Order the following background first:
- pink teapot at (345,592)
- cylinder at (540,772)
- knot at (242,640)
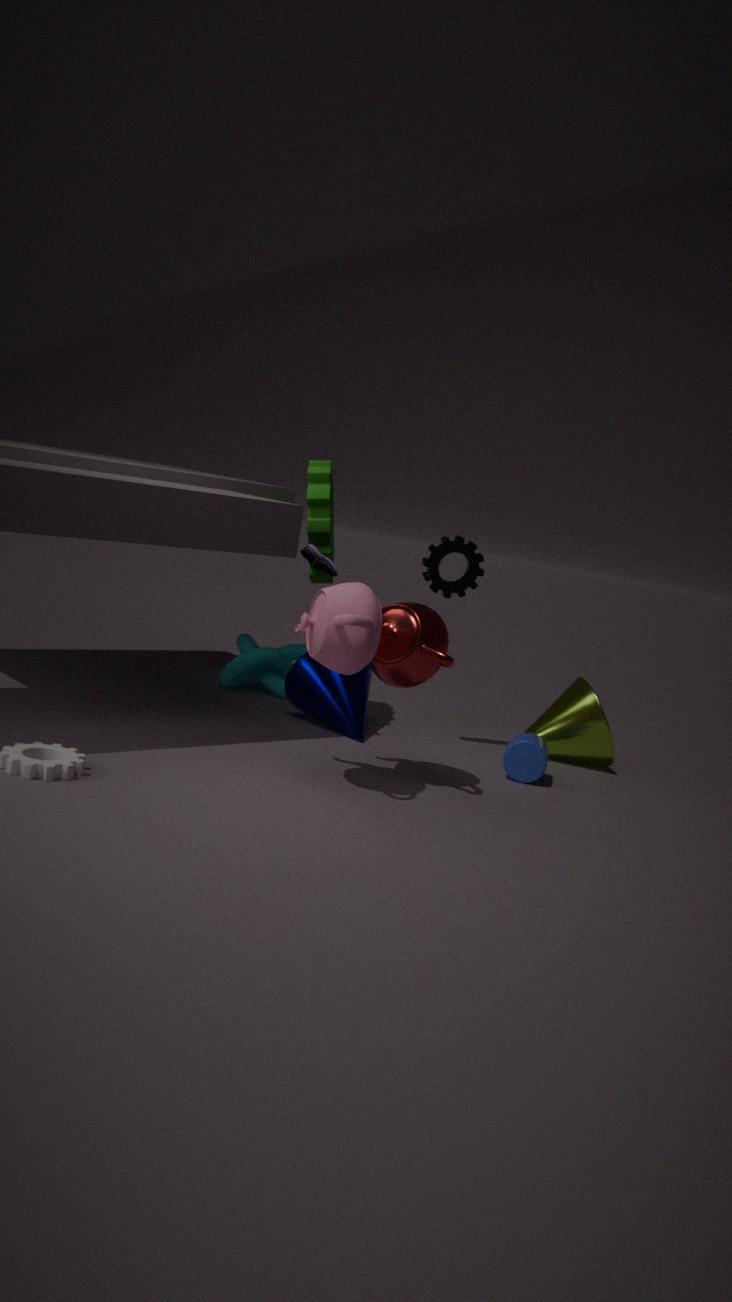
knot at (242,640) → cylinder at (540,772) → pink teapot at (345,592)
